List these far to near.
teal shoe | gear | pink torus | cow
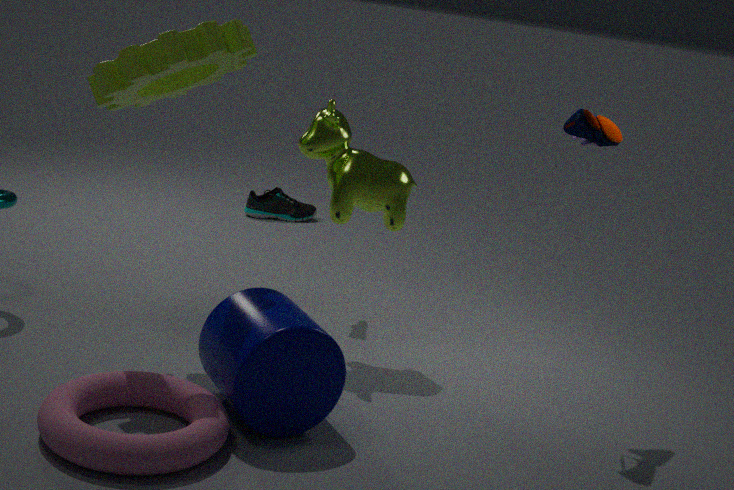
teal shoe < cow < gear < pink torus
